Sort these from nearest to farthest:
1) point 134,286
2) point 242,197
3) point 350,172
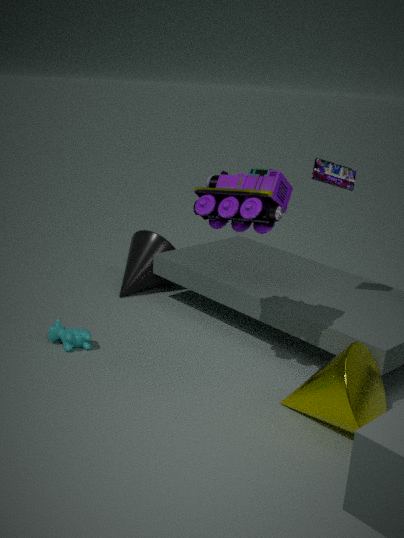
2. point 242,197 < 3. point 350,172 < 1. point 134,286
